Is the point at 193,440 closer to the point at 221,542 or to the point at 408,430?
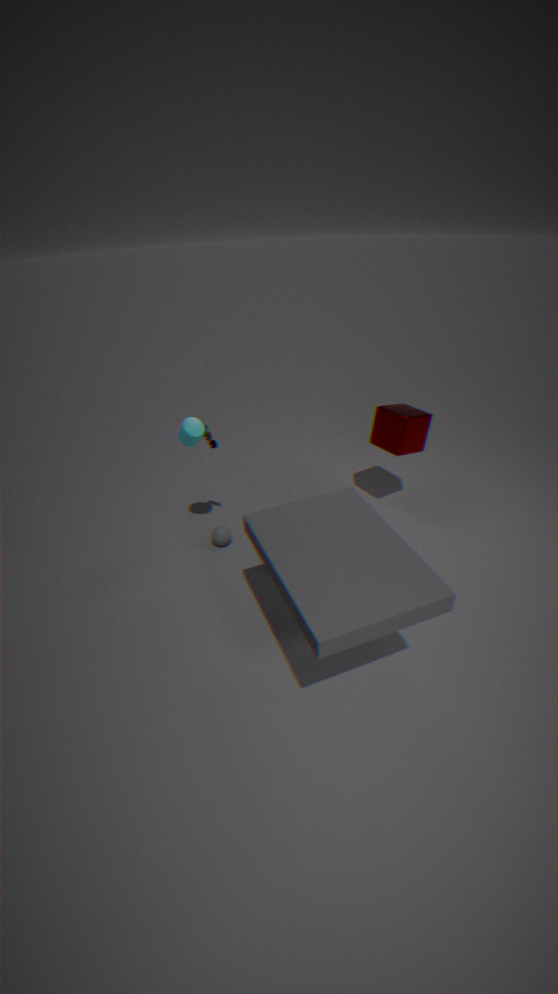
the point at 221,542
